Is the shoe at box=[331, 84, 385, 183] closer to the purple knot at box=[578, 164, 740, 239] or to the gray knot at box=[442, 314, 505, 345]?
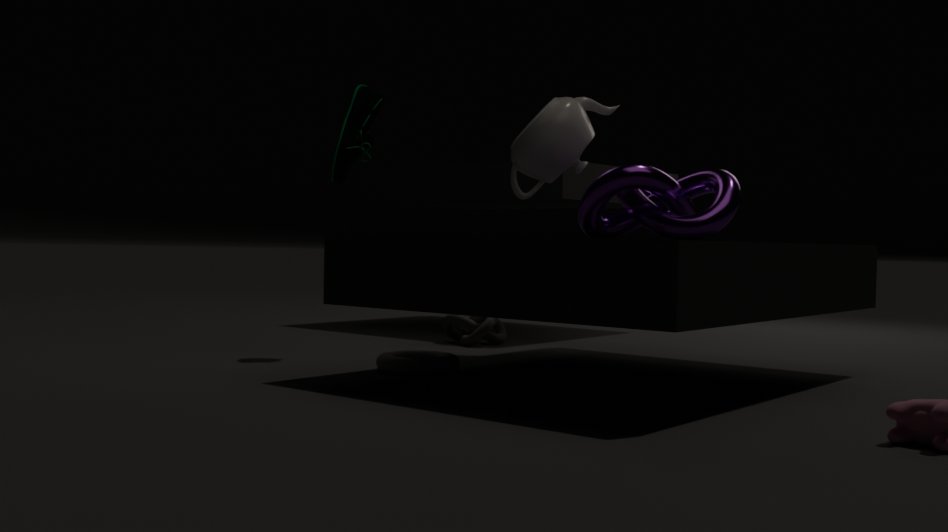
the purple knot at box=[578, 164, 740, 239]
